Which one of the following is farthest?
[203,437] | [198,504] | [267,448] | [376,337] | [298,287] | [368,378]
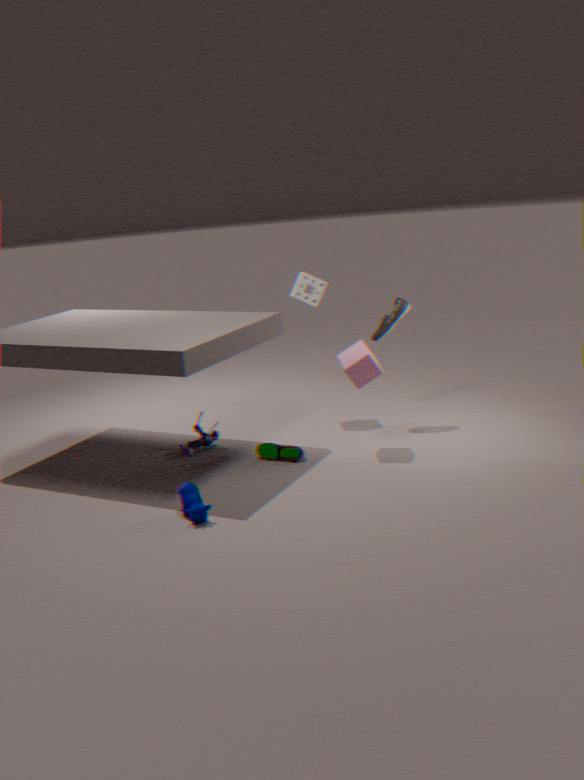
[298,287]
